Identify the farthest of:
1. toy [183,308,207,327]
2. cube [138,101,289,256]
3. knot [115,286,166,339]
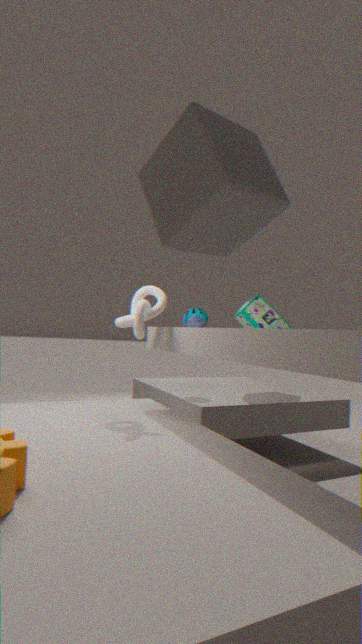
toy [183,308,207,327]
